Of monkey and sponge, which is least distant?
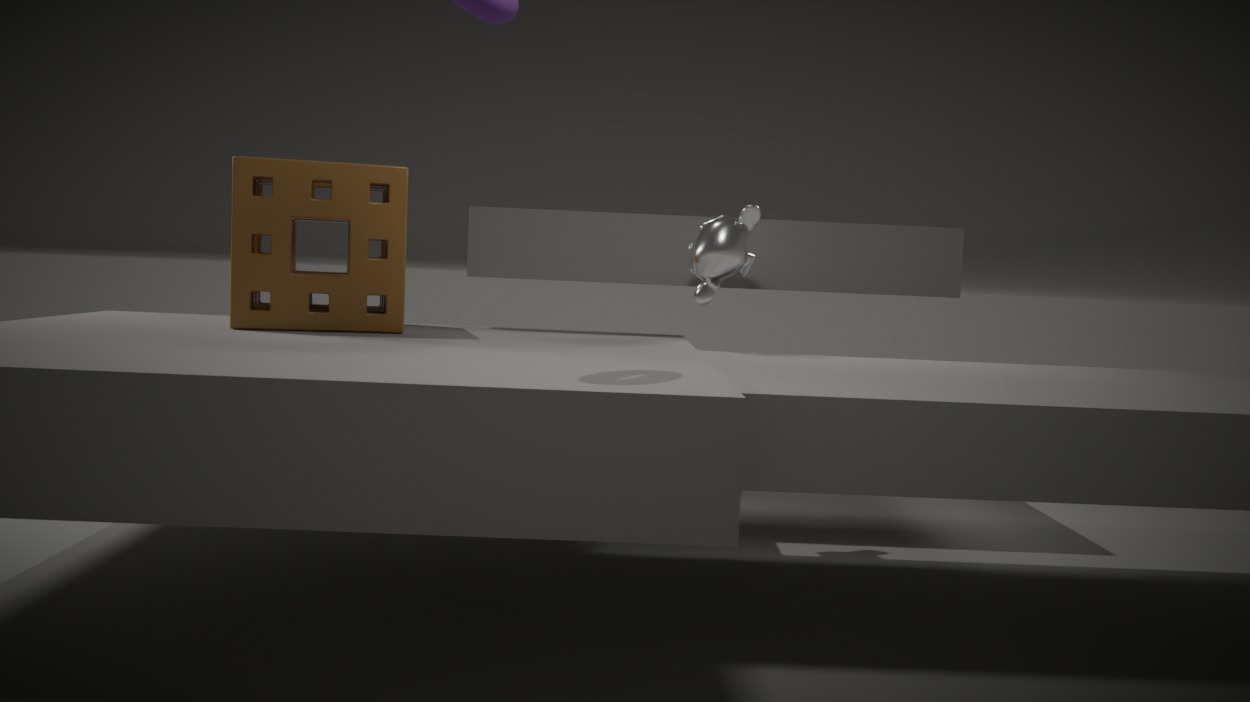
sponge
